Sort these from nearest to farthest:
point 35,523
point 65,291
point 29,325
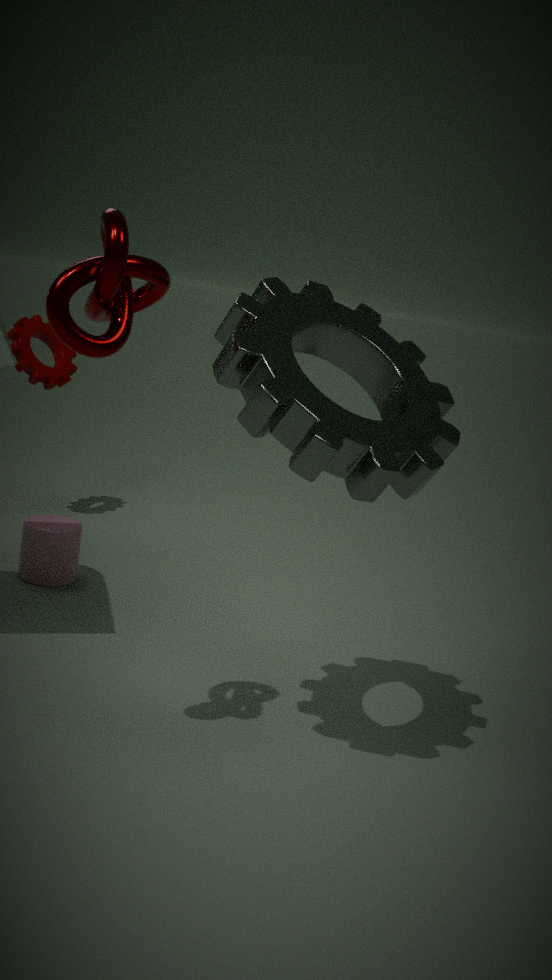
point 65,291 → point 35,523 → point 29,325
